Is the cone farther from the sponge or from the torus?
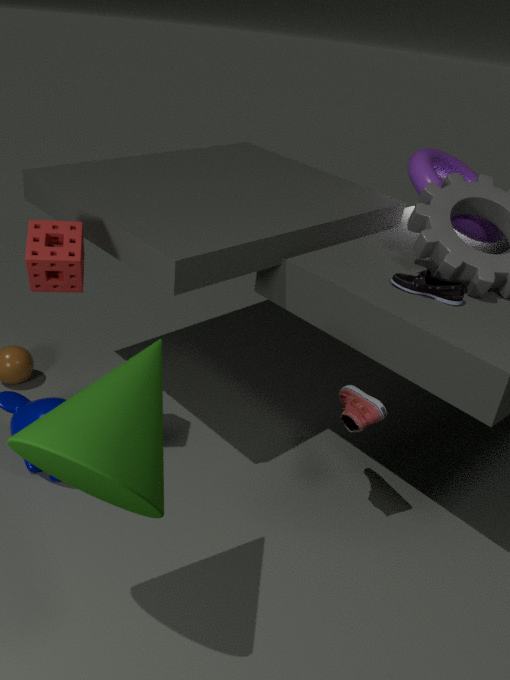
the torus
